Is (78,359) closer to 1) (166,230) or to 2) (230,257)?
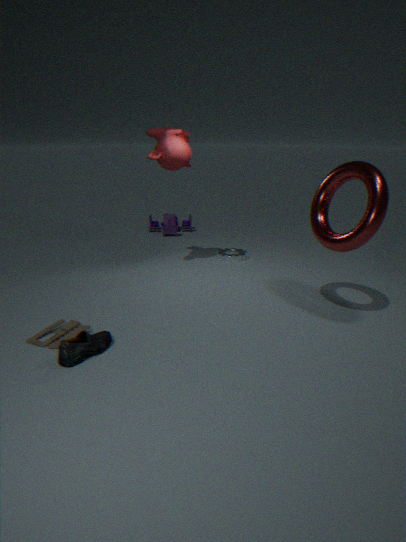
2) (230,257)
